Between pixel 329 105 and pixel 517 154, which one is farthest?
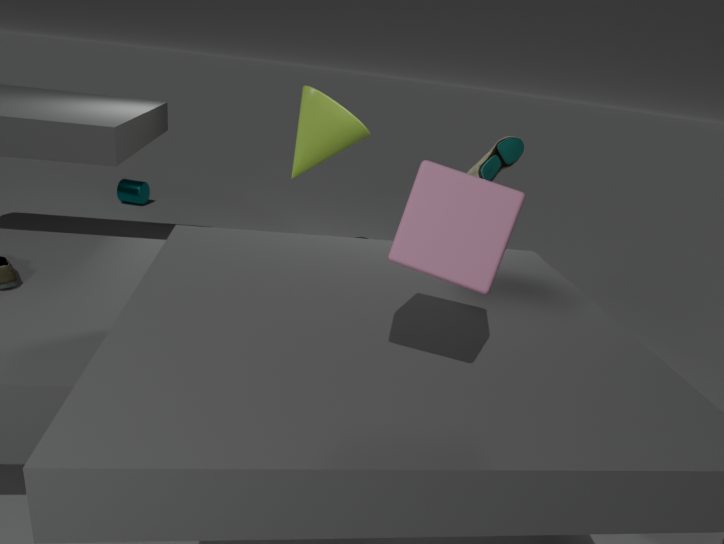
pixel 329 105
